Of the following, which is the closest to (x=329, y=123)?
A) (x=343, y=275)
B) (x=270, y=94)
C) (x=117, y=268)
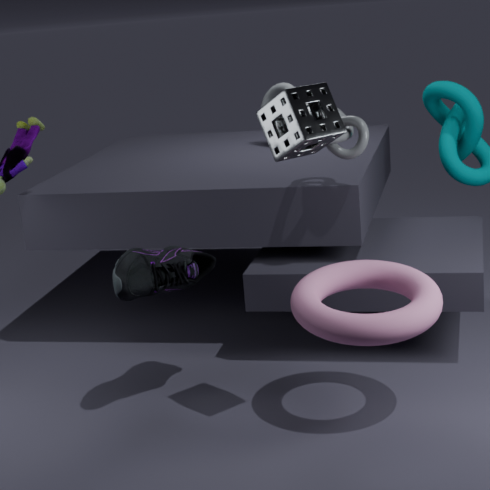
(x=343, y=275)
